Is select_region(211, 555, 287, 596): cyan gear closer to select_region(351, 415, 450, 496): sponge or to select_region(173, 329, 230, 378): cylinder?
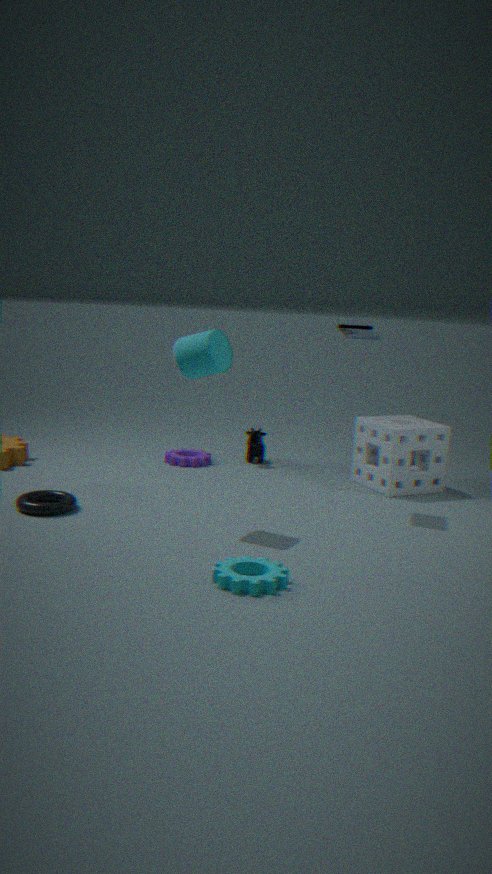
select_region(173, 329, 230, 378): cylinder
